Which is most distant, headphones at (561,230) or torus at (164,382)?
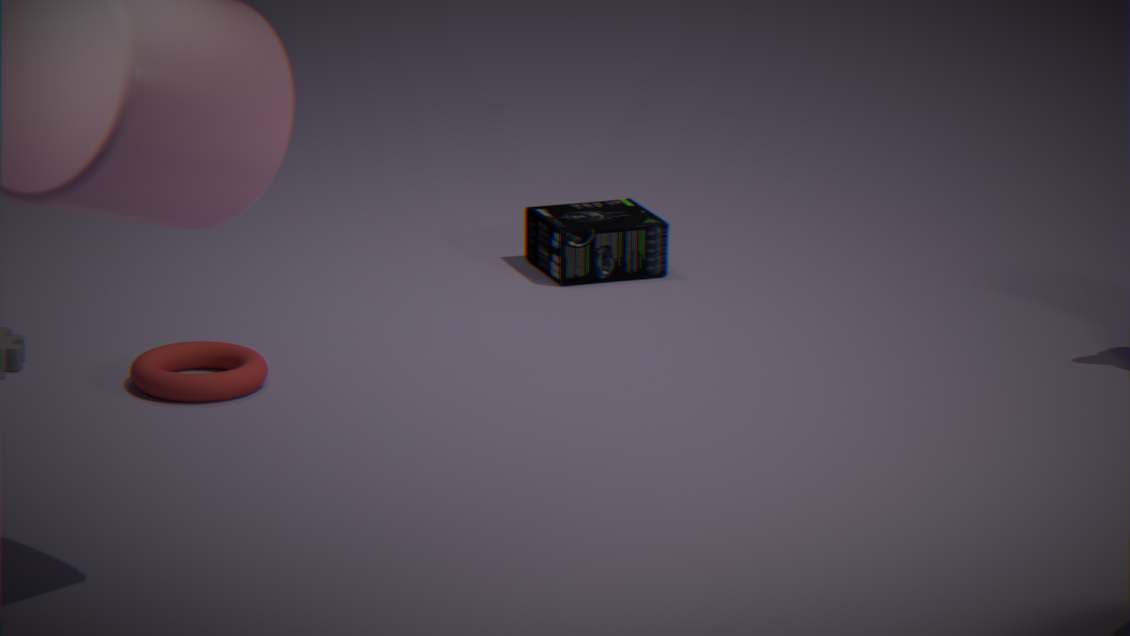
headphones at (561,230)
